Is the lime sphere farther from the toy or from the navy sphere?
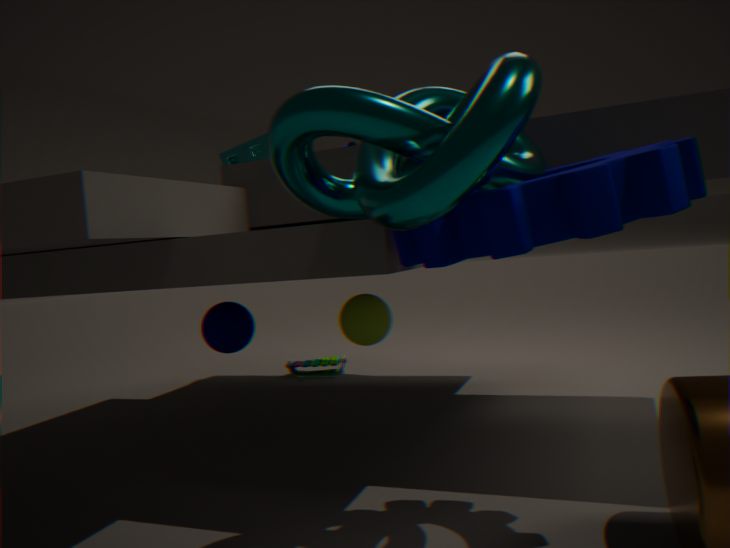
the toy
